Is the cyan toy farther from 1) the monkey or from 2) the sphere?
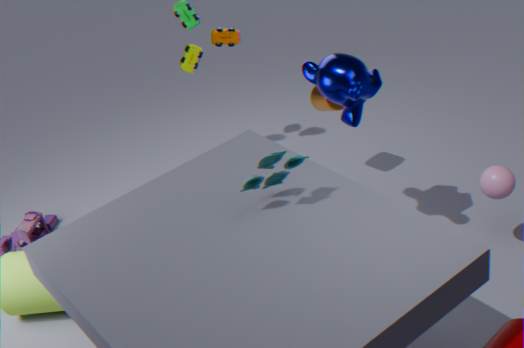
2) the sphere
